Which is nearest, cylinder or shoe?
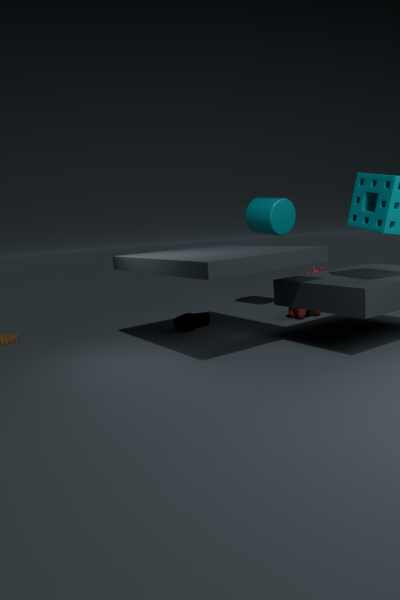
shoe
